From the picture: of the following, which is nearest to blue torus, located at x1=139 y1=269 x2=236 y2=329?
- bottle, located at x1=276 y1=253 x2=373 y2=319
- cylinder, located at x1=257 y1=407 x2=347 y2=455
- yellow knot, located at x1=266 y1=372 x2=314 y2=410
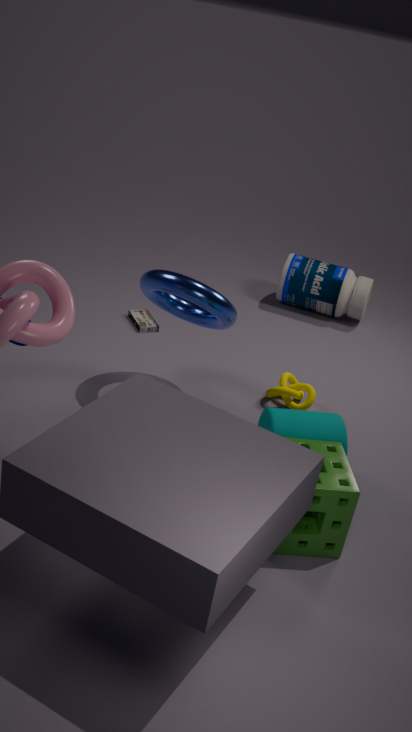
yellow knot, located at x1=266 y1=372 x2=314 y2=410
